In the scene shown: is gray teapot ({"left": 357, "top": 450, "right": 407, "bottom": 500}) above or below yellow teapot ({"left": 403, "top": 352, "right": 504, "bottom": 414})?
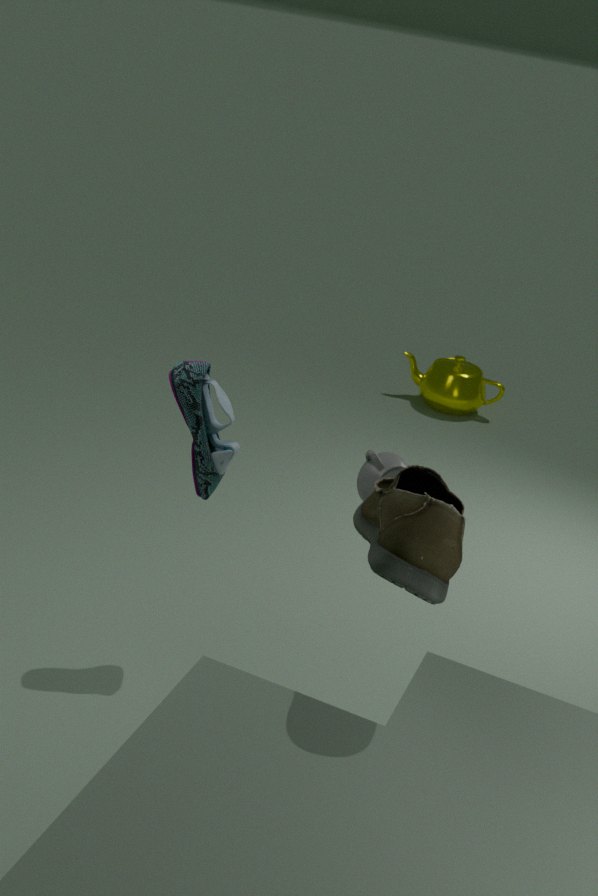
above
